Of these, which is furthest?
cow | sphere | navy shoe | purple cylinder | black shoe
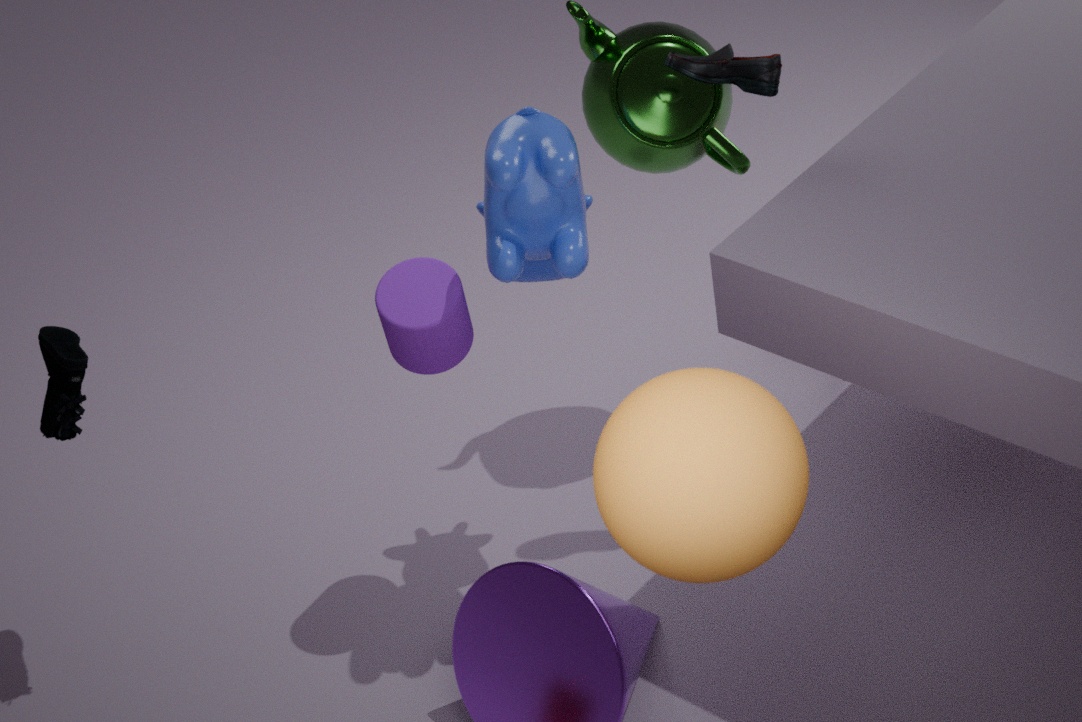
navy shoe
